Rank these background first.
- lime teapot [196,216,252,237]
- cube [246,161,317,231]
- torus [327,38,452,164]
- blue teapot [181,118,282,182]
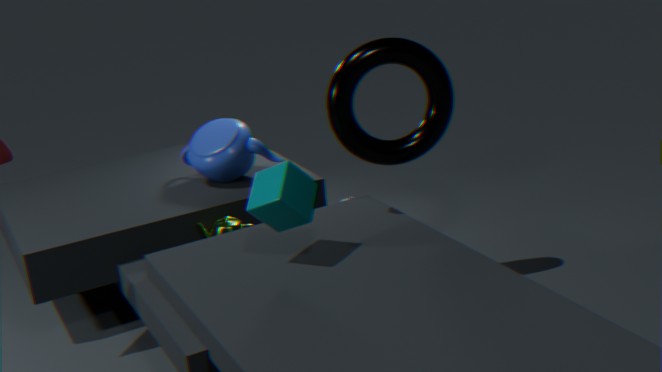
1. blue teapot [181,118,282,182]
2. lime teapot [196,216,252,237]
3. torus [327,38,452,164]
4. cube [246,161,317,231]
